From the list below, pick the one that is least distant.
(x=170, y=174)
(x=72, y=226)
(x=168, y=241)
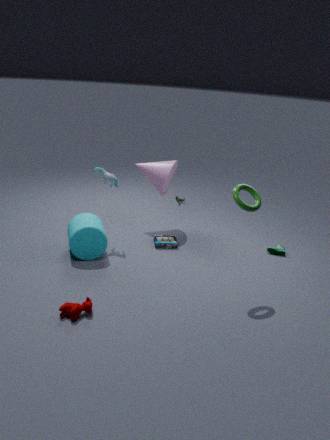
(x=72, y=226)
